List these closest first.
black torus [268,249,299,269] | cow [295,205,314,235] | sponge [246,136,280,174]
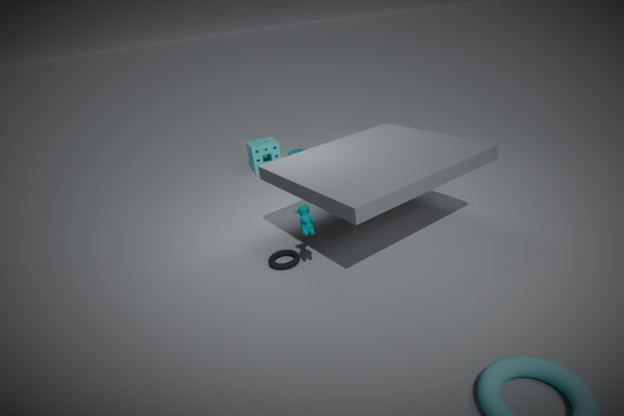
cow [295,205,314,235], black torus [268,249,299,269], sponge [246,136,280,174]
